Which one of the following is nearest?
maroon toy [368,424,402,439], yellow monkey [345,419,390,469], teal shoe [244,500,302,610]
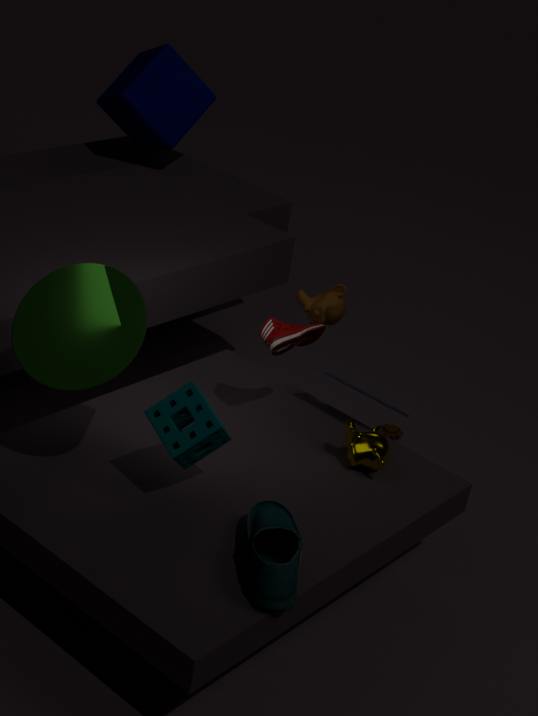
teal shoe [244,500,302,610]
